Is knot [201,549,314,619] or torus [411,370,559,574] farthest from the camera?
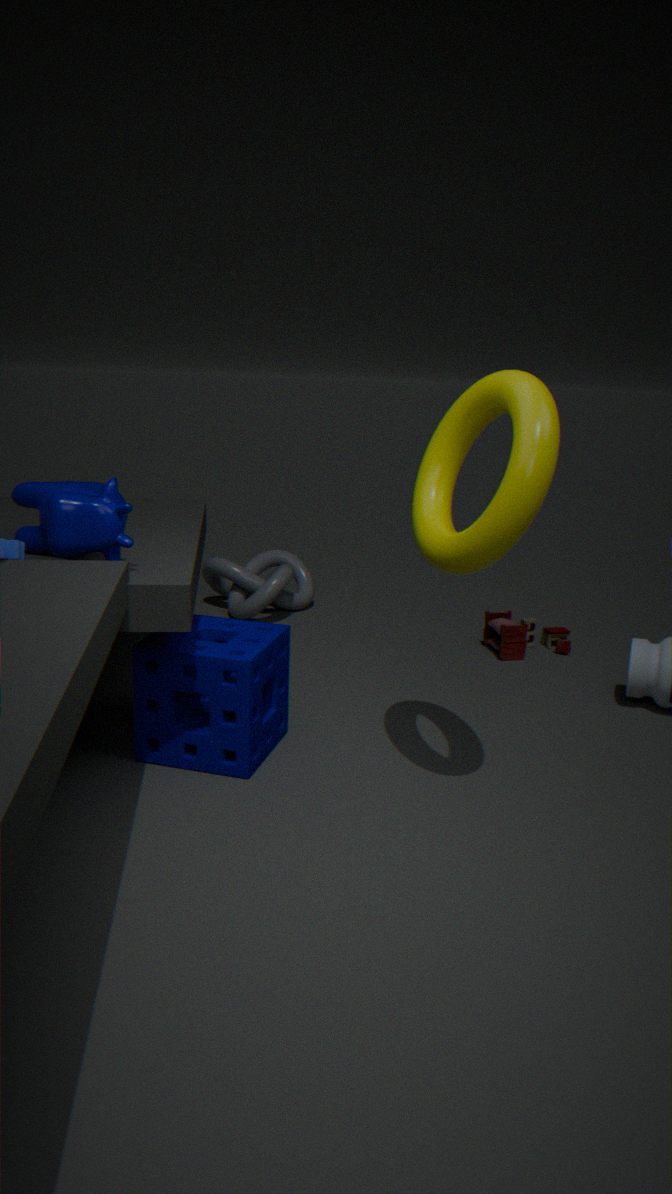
knot [201,549,314,619]
